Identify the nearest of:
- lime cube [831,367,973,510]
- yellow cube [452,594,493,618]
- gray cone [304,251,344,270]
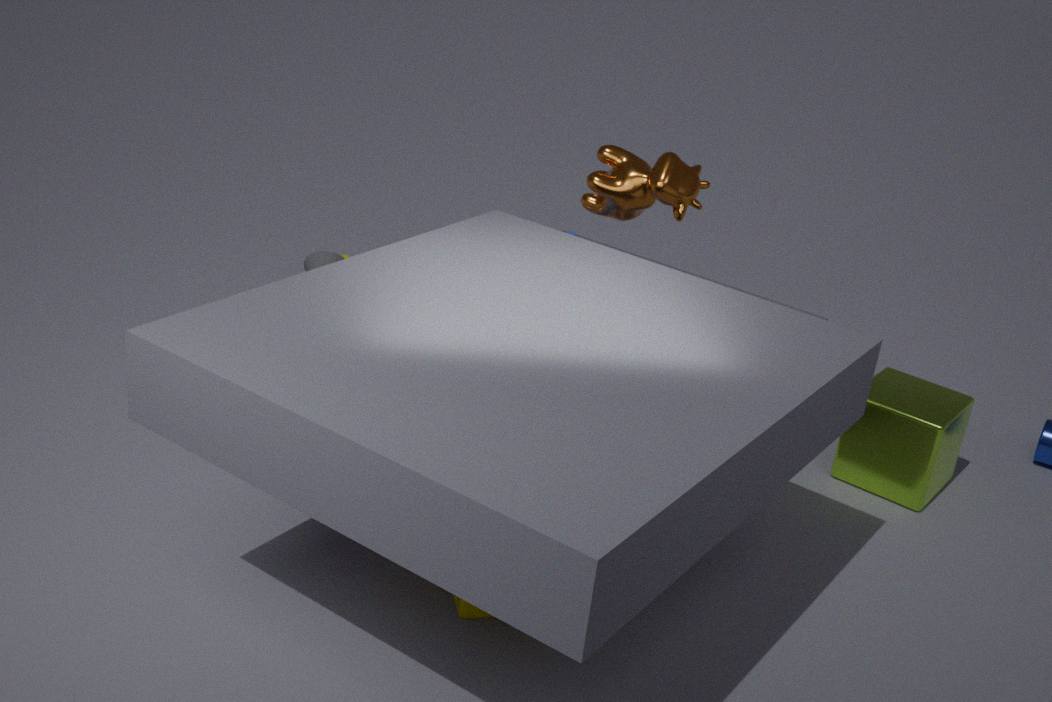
yellow cube [452,594,493,618]
